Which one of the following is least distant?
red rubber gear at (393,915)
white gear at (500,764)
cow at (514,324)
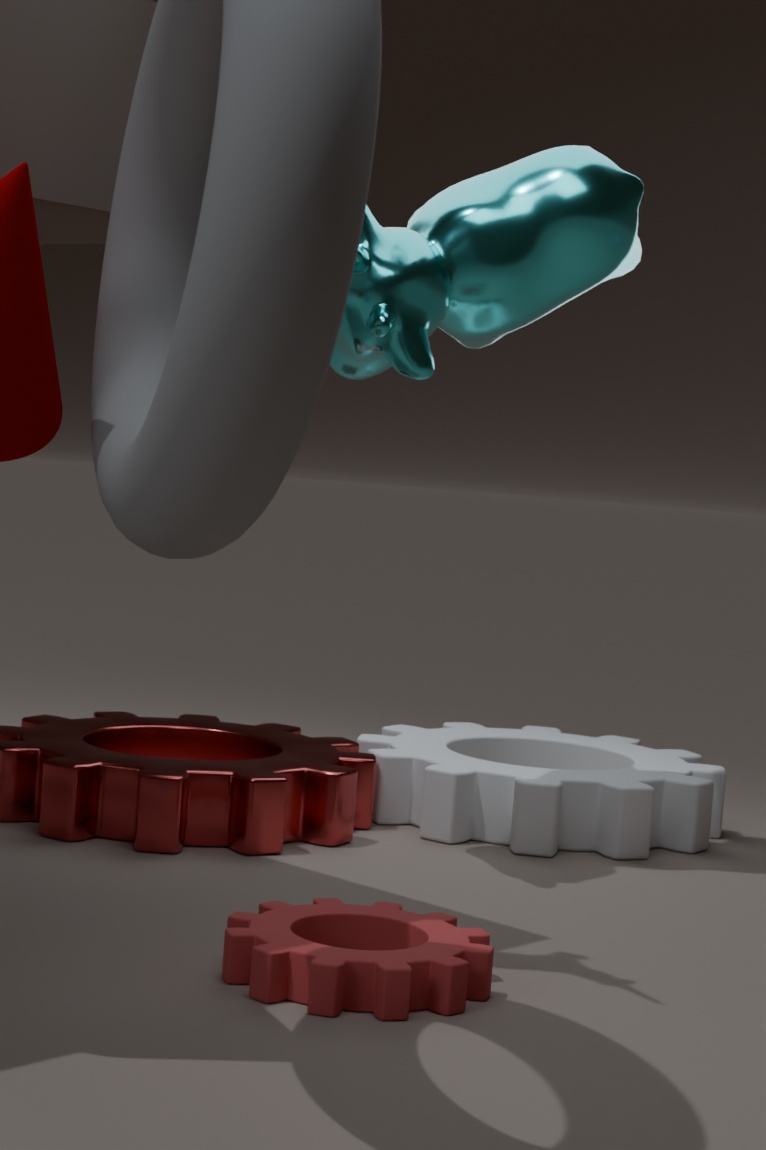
red rubber gear at (393,915)
